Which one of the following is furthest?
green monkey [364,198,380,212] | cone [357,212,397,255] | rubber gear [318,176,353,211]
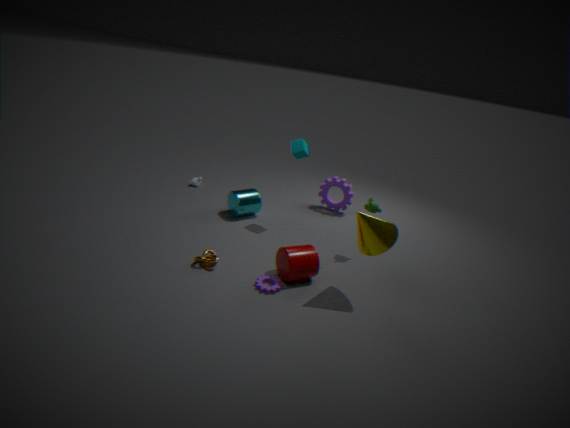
rubber gear [318,176,353,211]
